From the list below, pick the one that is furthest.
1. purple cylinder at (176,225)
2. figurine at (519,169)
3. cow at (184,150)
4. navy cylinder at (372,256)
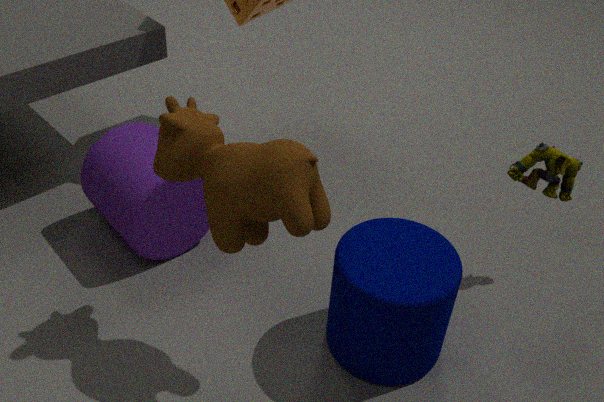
purple cylinder at (176,225)
